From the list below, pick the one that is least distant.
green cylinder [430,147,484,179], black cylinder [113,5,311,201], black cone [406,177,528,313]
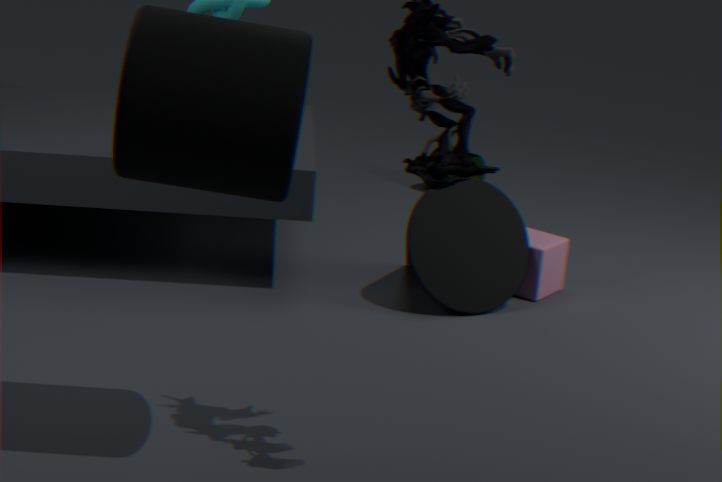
black cylinder [113,5,311,201]
